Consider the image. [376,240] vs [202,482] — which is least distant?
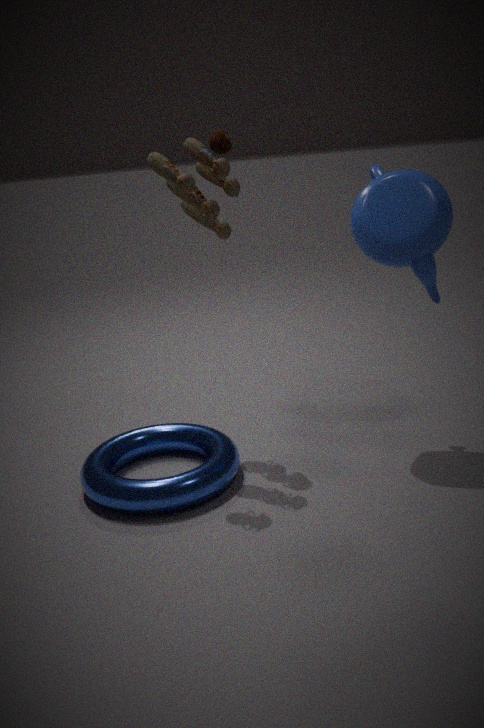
[202,482]
